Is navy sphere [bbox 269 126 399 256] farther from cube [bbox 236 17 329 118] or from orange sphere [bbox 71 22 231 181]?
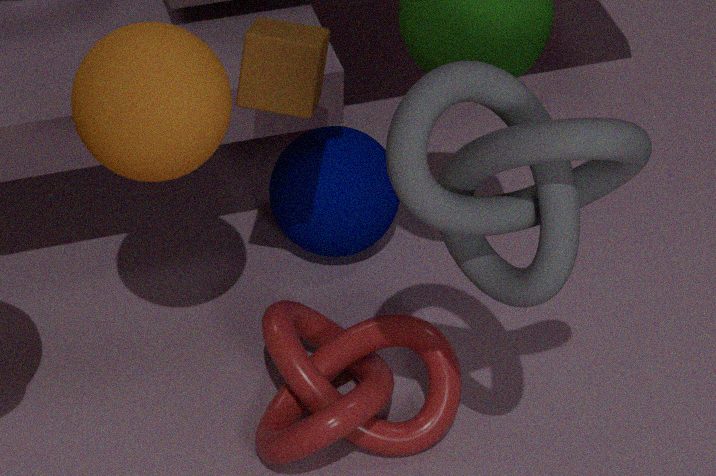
orange sphere [bbox 71 22 231 181]
